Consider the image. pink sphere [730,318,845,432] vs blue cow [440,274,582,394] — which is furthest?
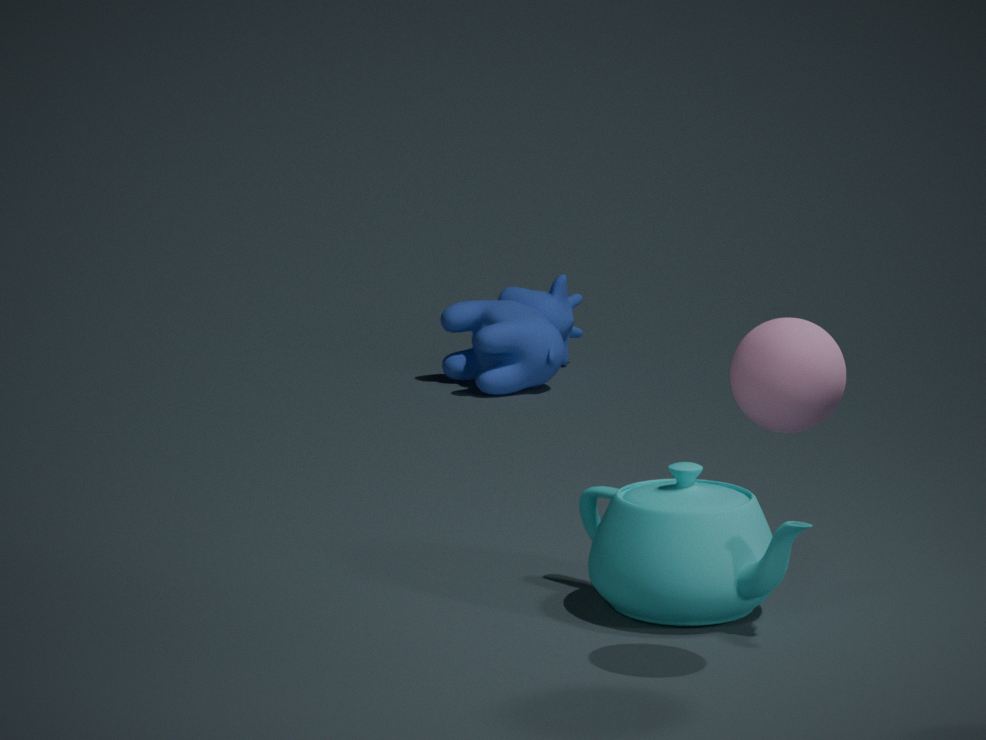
blue cow [440,274,582,394]
